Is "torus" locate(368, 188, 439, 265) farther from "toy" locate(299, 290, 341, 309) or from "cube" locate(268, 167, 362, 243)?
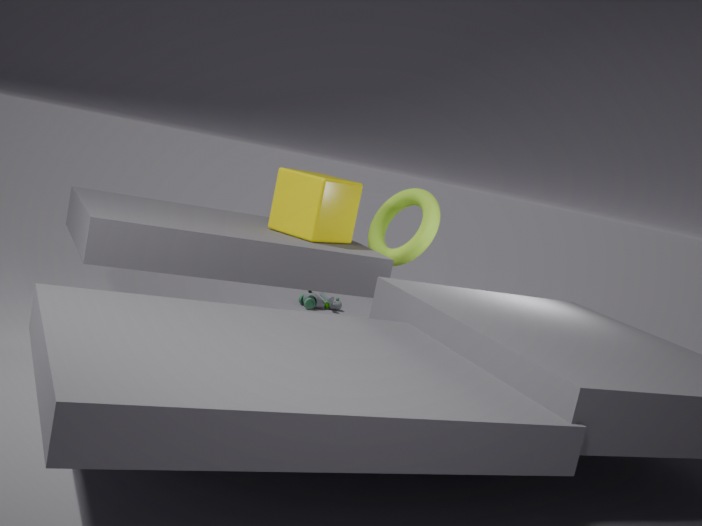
"toy" locate(299, 290, 341, 309)
